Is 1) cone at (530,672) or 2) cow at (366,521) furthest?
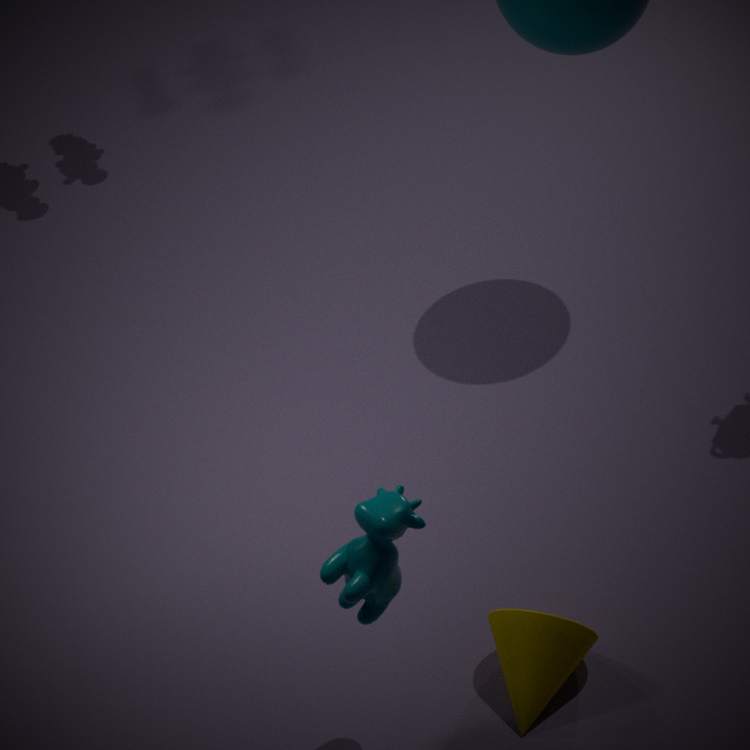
1. cone at (530,672)
